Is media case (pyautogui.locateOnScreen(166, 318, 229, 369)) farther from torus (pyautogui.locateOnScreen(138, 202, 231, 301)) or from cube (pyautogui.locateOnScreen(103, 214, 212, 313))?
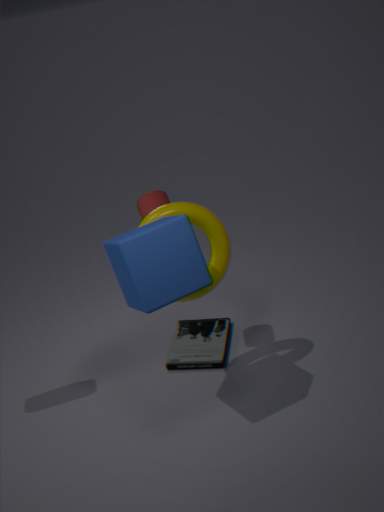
cube (pyautogui.locateOnScreen(103, 214, 212, 313))
